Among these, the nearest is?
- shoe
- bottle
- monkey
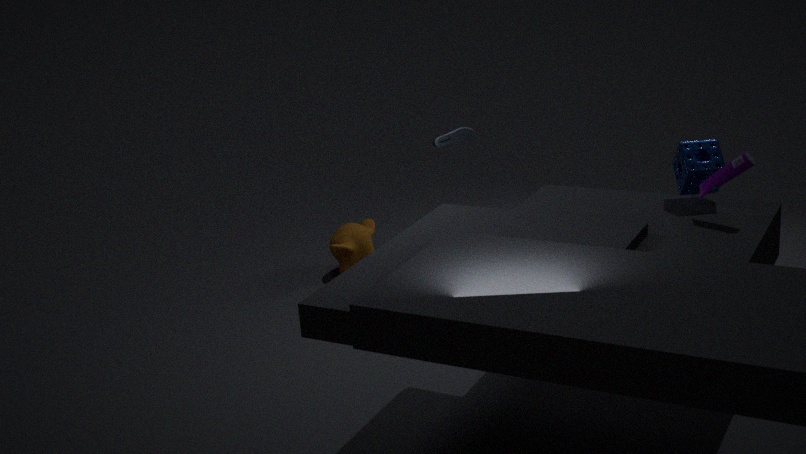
bottle
